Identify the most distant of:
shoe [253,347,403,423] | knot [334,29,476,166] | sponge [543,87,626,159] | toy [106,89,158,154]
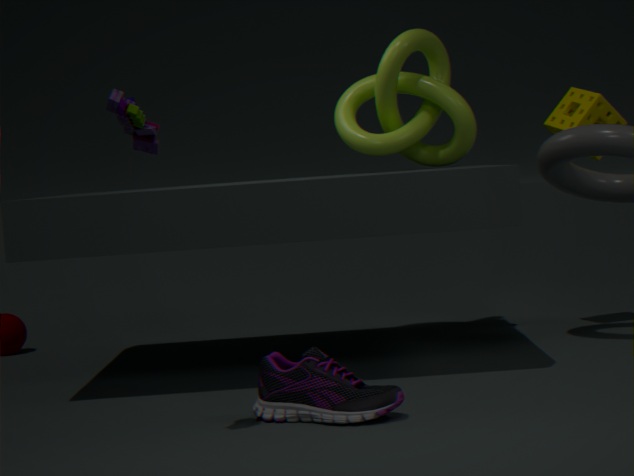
knot [334,29,476,166]
